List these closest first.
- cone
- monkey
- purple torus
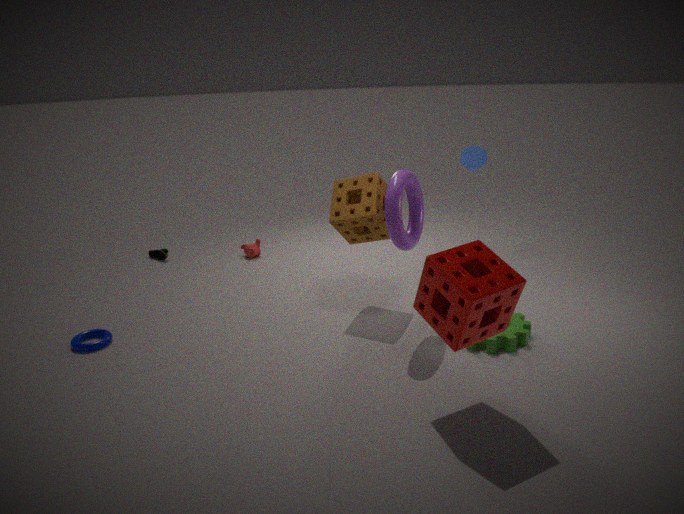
purple torus < cone < monkey
